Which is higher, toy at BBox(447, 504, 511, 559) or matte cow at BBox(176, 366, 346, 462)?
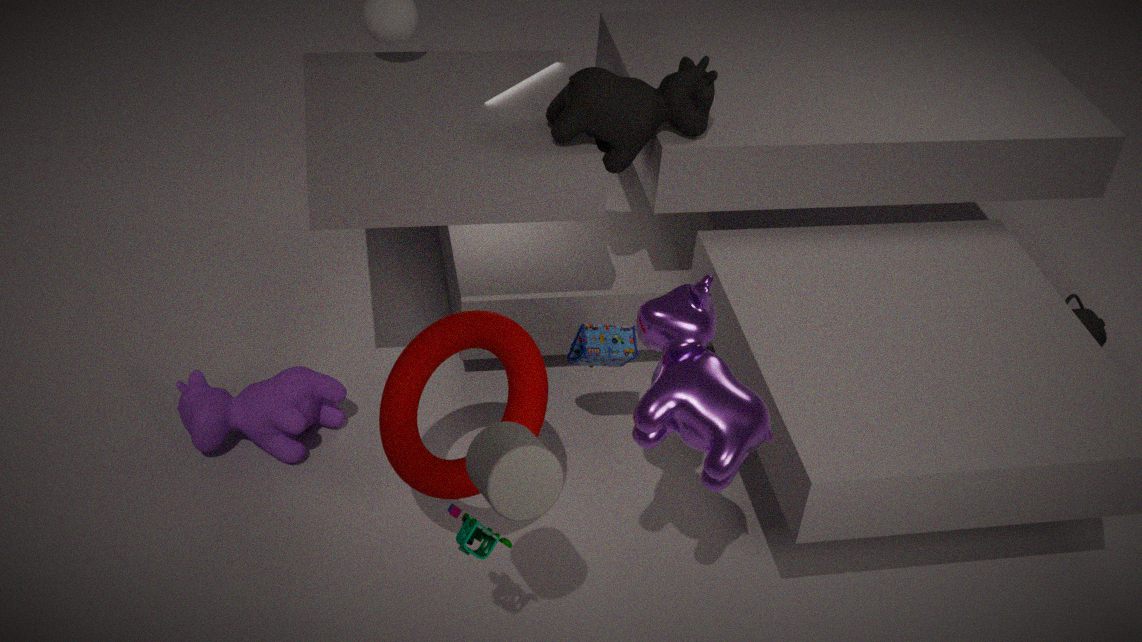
toy at BBox(447, 504, 511, 559)
